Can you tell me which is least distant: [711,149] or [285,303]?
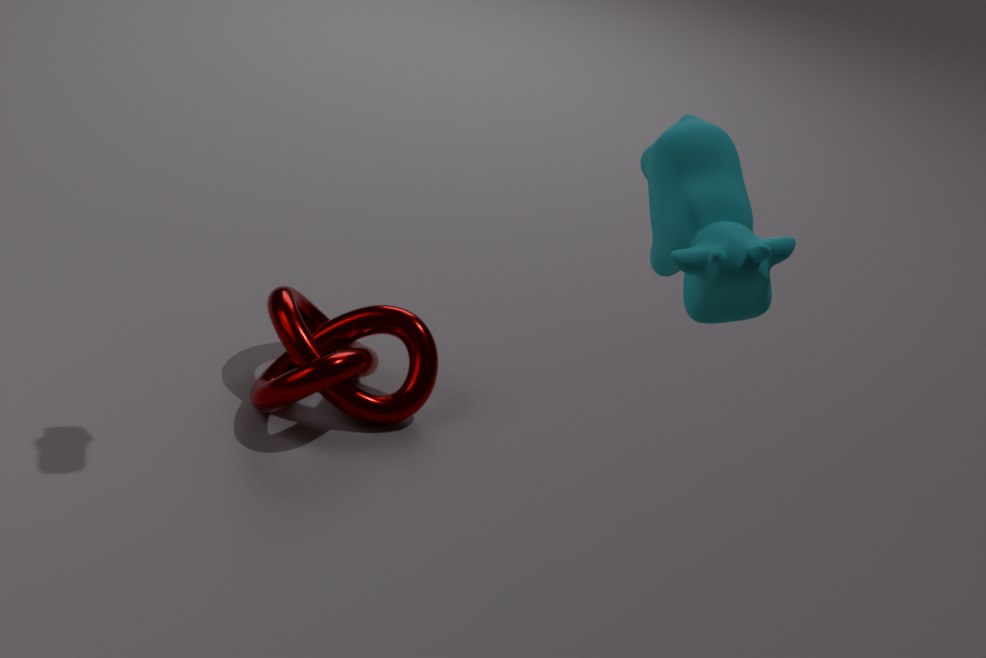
[711,149]
